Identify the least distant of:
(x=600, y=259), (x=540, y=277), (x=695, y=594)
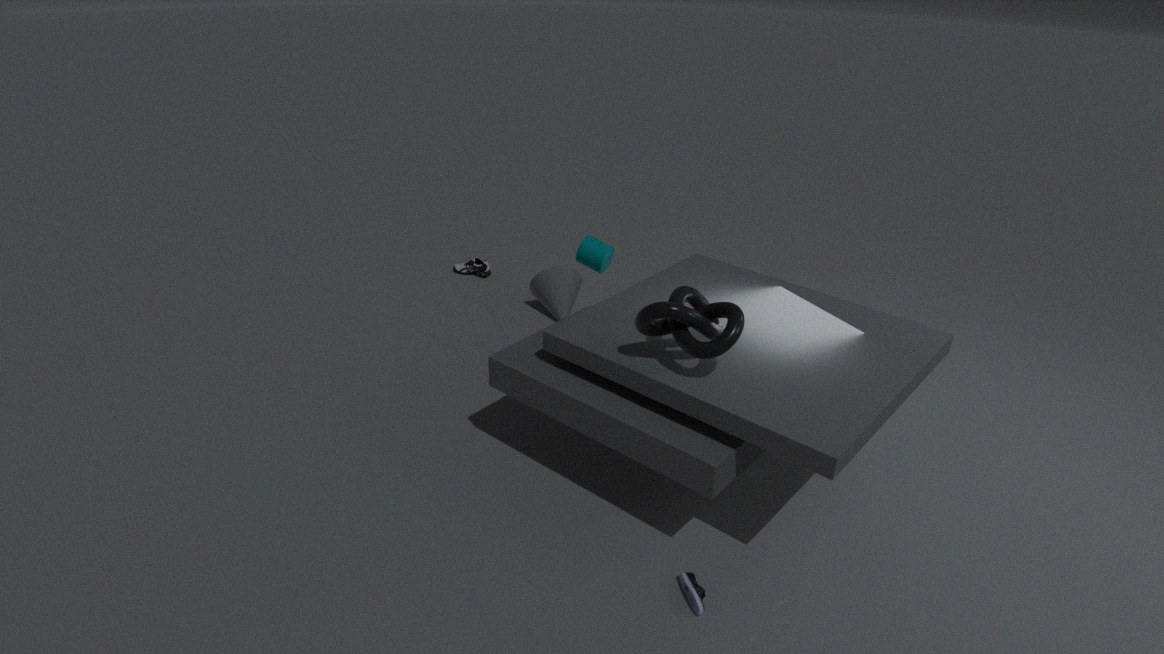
(x=695, y=594)
